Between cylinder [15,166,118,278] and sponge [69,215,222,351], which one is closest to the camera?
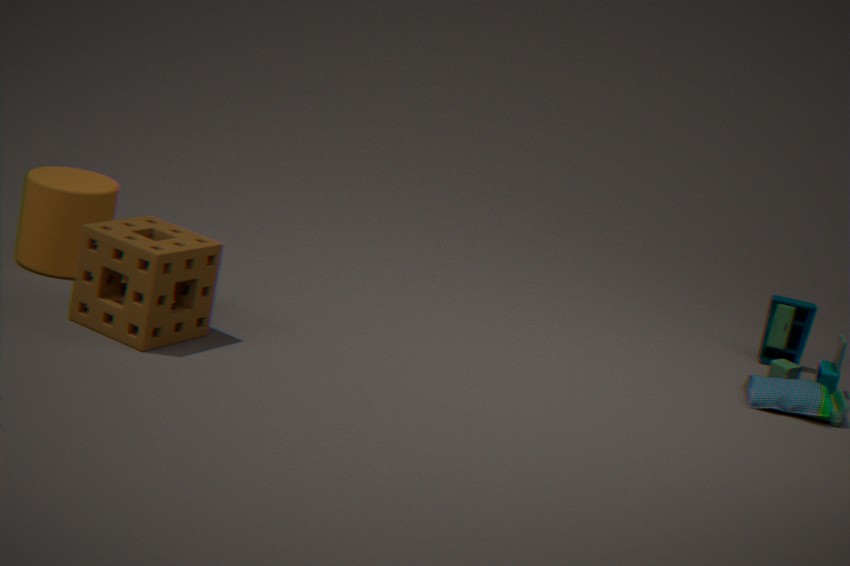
sponge [69,215,222,351]
